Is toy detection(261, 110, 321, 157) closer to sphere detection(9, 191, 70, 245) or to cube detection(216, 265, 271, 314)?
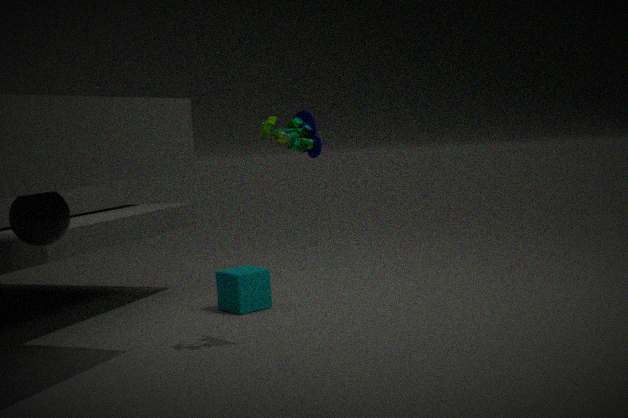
sphere detection(9, 191, 70, 245)
